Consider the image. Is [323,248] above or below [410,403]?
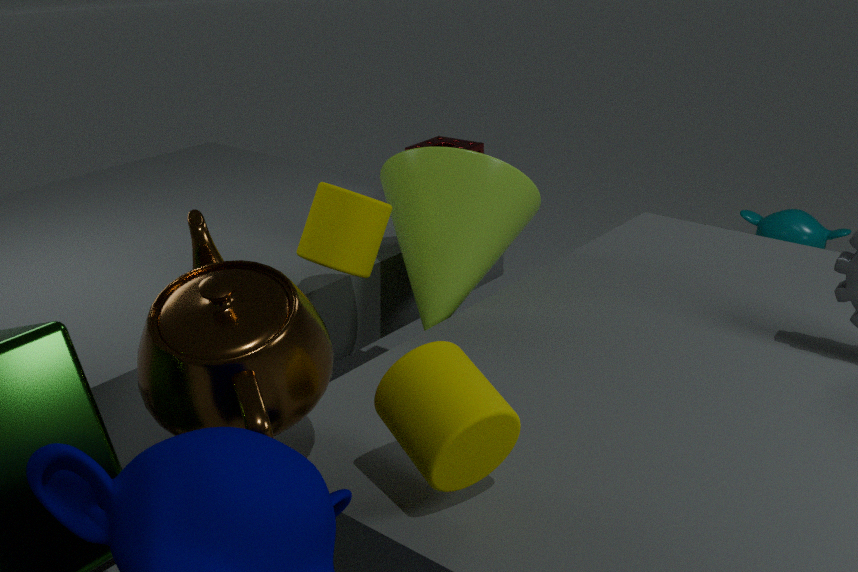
above
